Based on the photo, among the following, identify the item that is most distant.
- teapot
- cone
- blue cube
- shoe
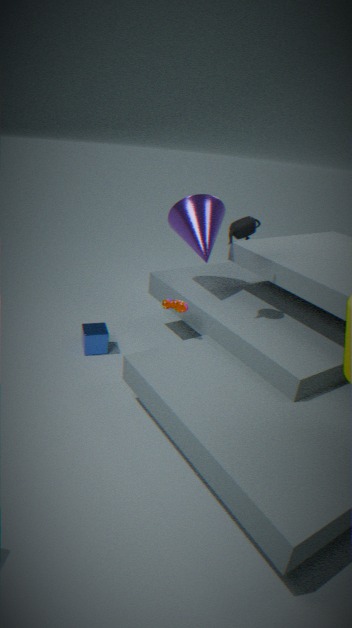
blue cube
